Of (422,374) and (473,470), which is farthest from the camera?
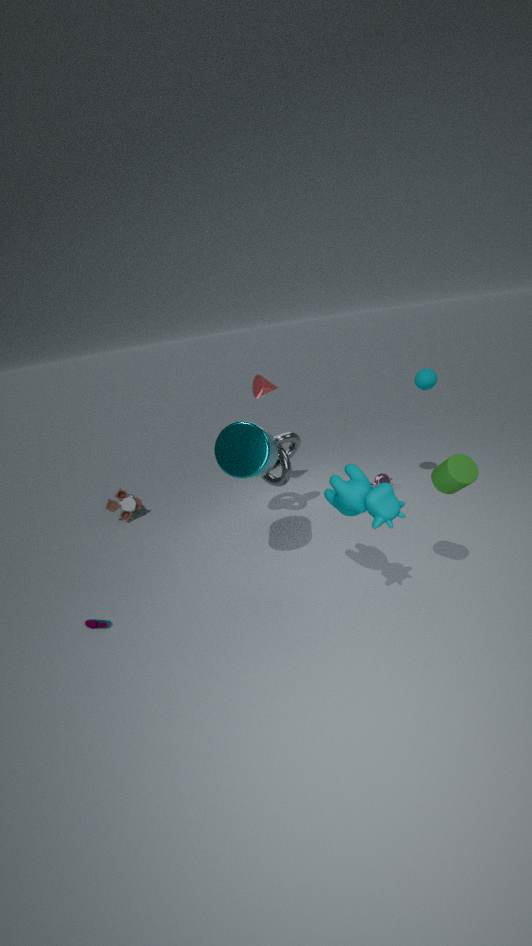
(422,374)
